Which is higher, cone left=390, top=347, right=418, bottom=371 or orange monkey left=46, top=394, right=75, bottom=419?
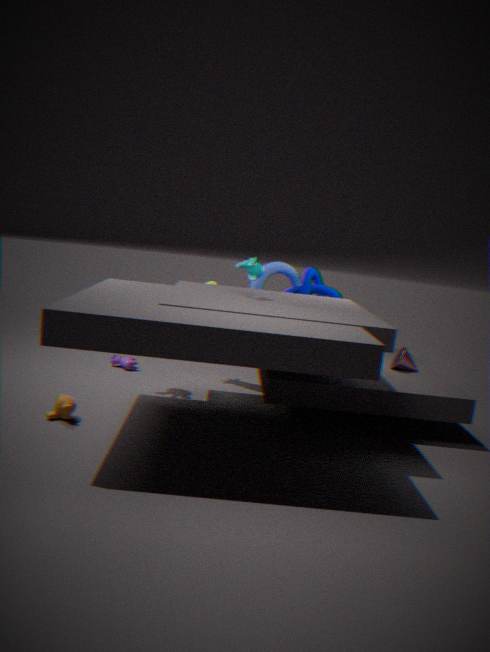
cone left=390, top=347, right=418, bottom=371
